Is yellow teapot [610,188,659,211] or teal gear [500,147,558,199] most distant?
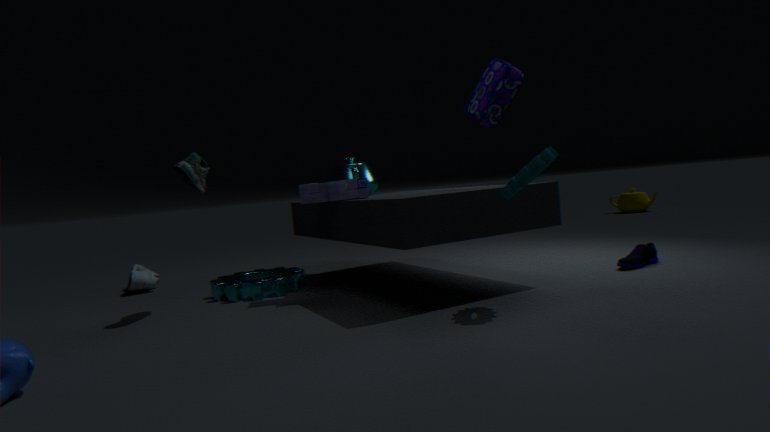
yellow teapot [610,188,659,211]
